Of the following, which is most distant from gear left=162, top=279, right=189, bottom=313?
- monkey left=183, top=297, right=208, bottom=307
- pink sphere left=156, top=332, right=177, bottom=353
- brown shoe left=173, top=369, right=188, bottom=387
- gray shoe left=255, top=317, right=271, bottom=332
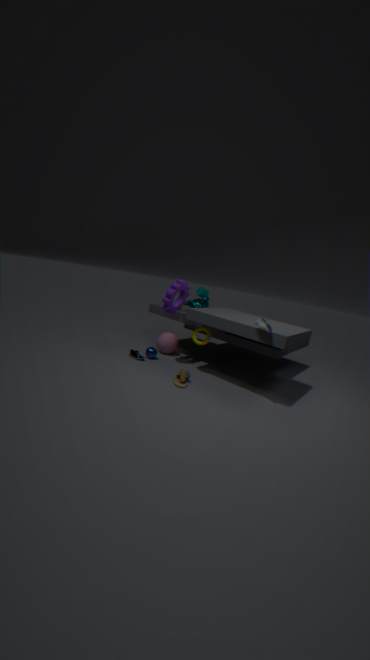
gray shoe left=255, top=317, right=271, bottom=332
